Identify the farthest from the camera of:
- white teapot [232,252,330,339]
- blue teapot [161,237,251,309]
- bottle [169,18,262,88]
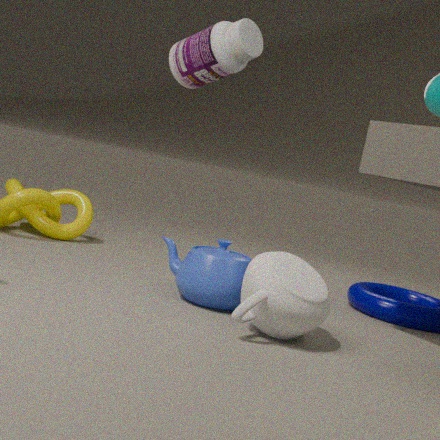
bottle [169,18,262,88]
